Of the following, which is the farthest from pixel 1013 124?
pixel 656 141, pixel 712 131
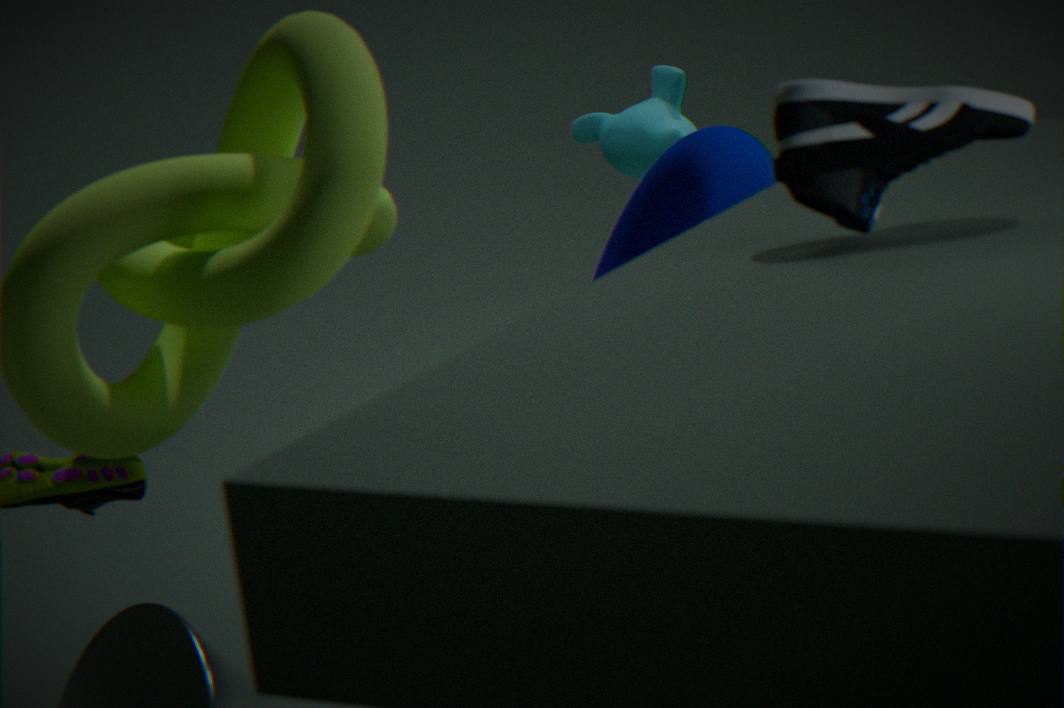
pixel 656 141
